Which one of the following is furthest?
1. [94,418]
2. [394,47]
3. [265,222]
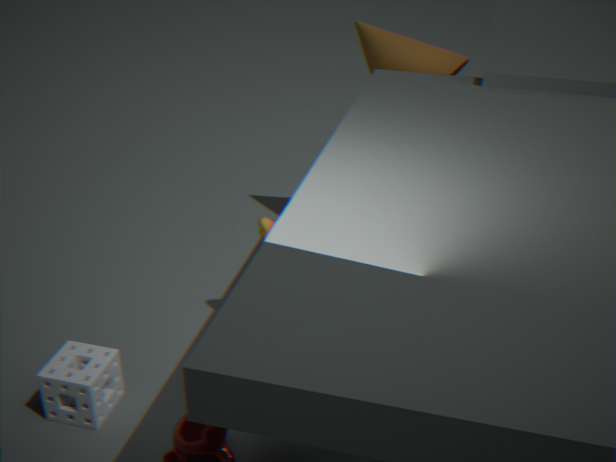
[394,47]
